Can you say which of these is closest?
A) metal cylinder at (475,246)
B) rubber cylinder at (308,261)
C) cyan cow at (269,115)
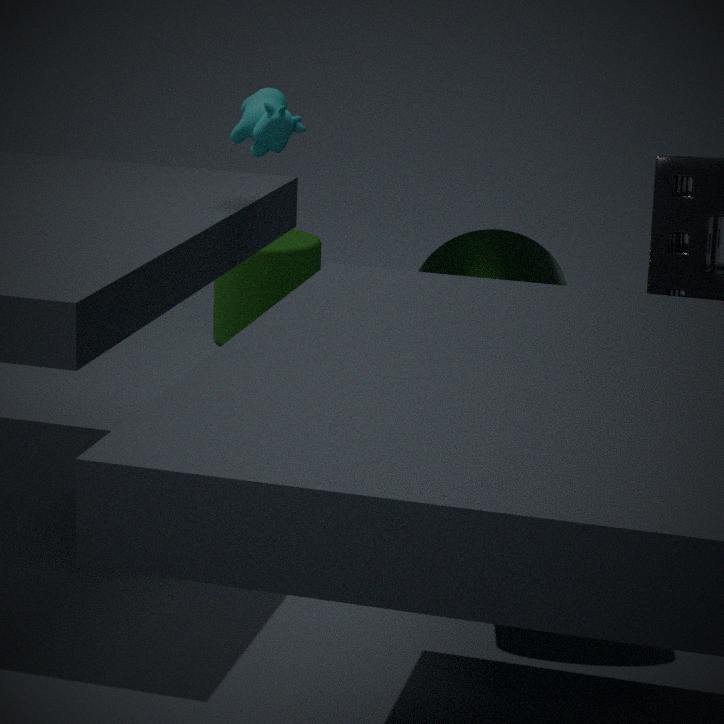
metal cylinder at (475,246)
